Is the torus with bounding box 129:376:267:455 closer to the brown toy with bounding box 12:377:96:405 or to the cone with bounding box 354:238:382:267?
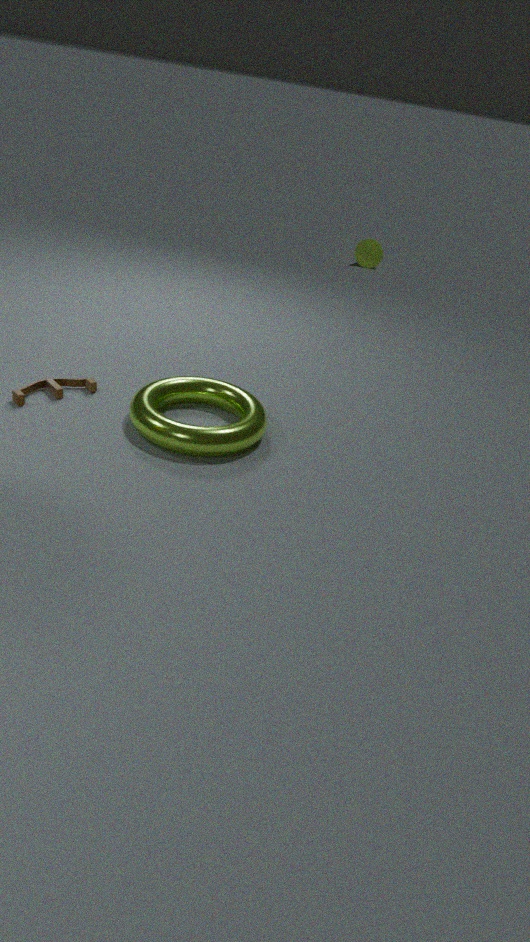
the brown toy with bounding box 12:377:96:405
